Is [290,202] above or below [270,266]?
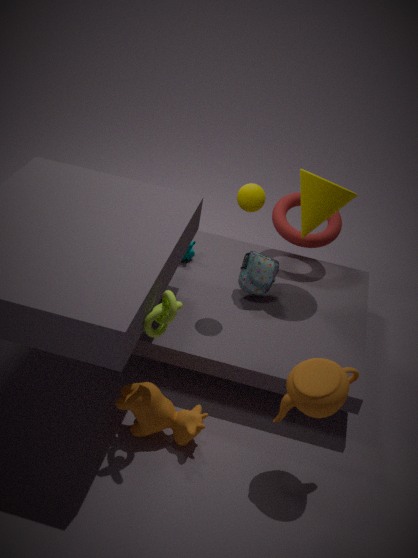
above
